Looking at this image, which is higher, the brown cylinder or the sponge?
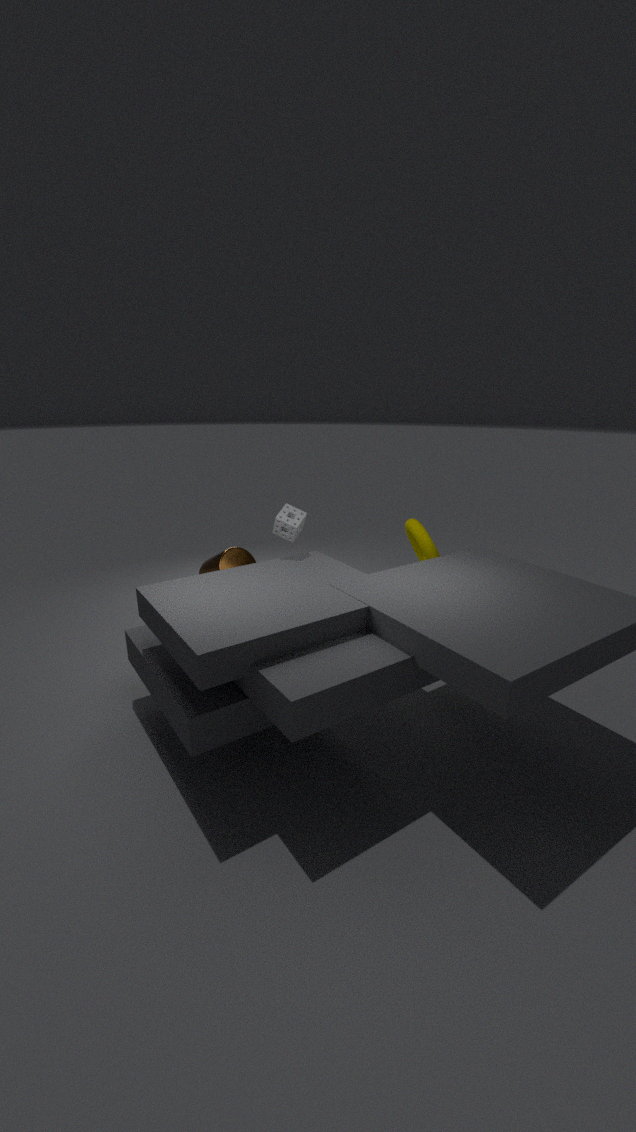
the sponge
